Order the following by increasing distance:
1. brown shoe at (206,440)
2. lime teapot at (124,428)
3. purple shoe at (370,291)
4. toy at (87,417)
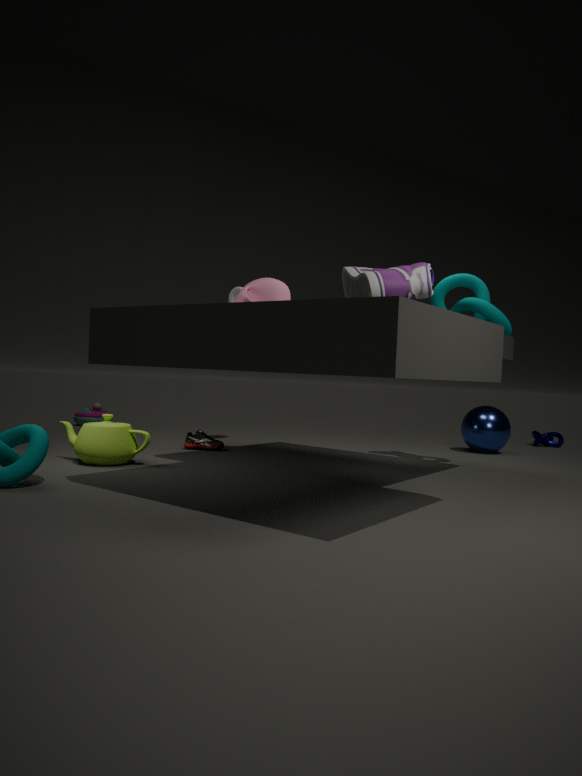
1. purple shoe at (370,291)
2. lime teapot at (124,428)
3. brown shoe at (206,440)
4. toy at (87,417)
